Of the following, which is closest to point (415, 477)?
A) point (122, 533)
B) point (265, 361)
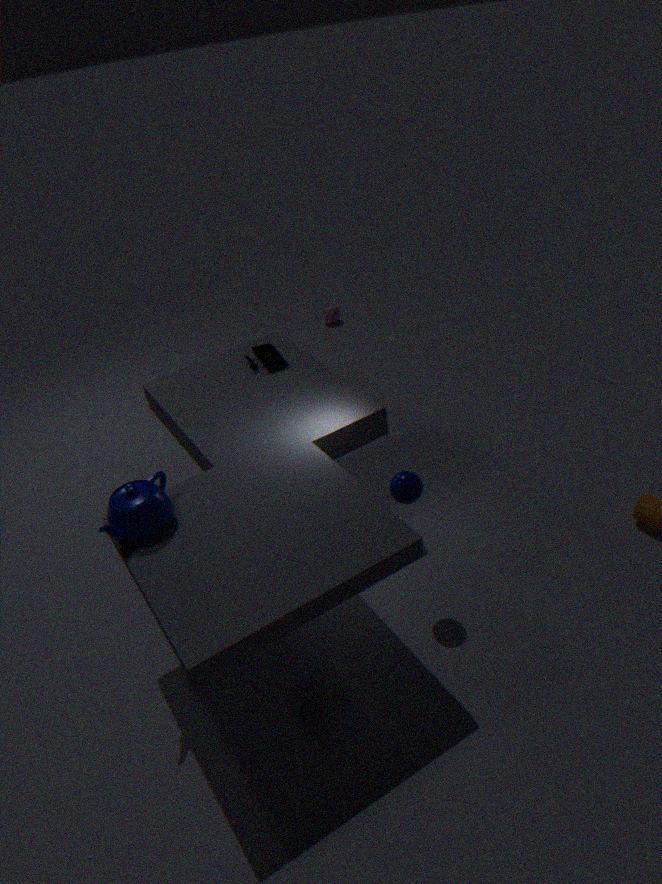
point (122, 533)
